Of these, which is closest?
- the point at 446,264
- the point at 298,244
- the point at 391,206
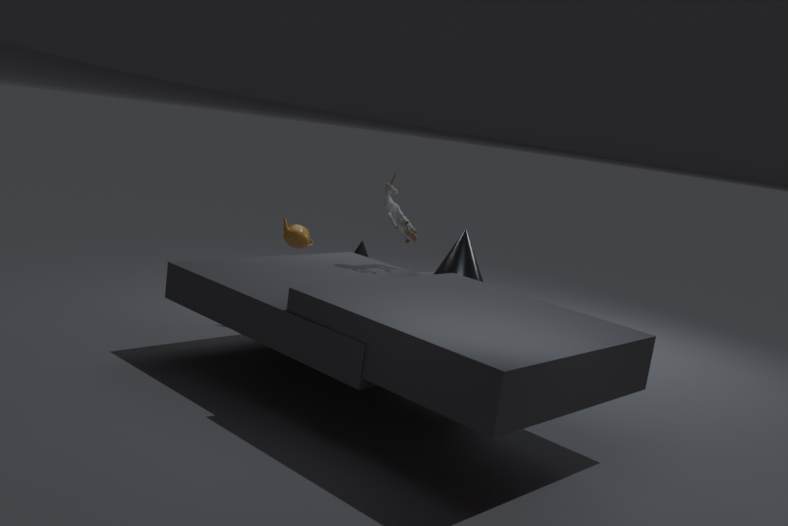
the point at 391,206
